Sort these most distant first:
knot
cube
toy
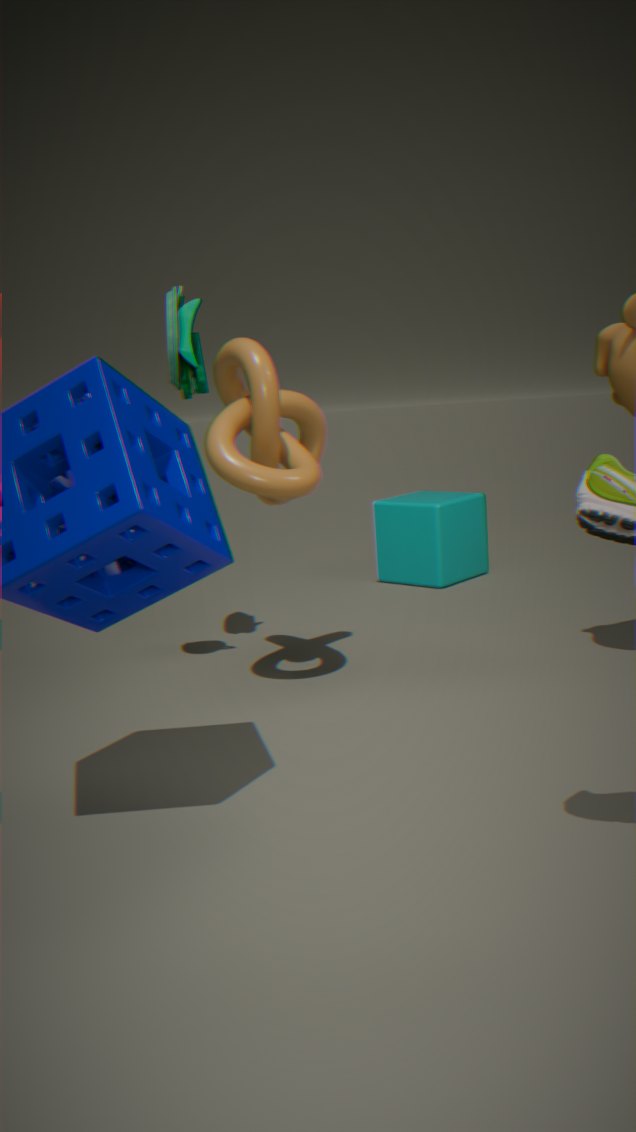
cube → toy → knot
